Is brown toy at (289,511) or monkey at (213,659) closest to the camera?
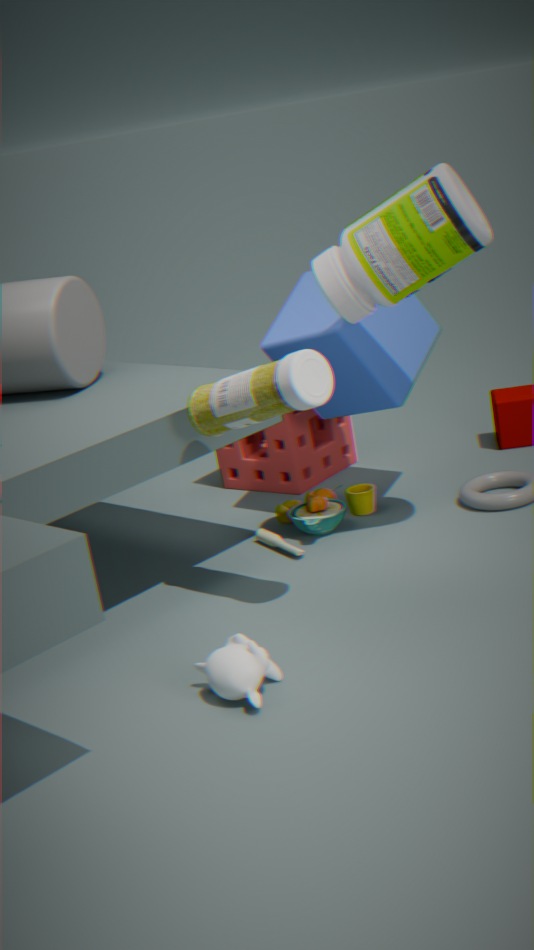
monkey at (213,659)
